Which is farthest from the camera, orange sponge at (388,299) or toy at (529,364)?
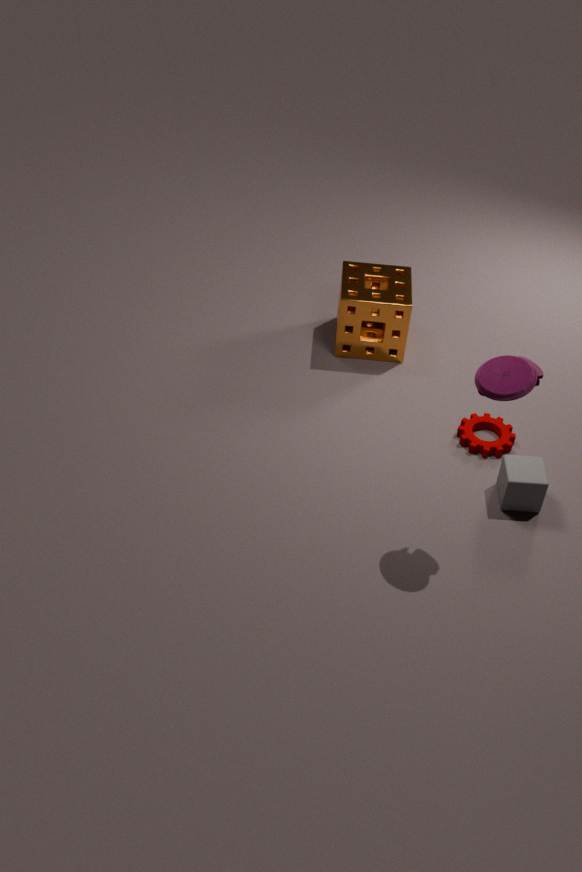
orange sponge at (388,299)
